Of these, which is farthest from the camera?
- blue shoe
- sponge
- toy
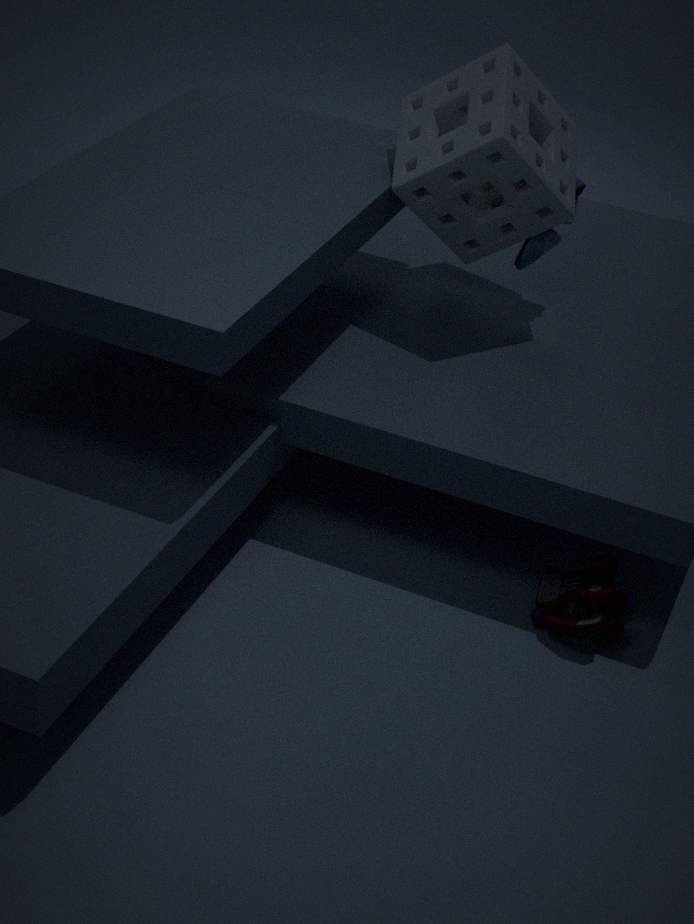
blue shoe
